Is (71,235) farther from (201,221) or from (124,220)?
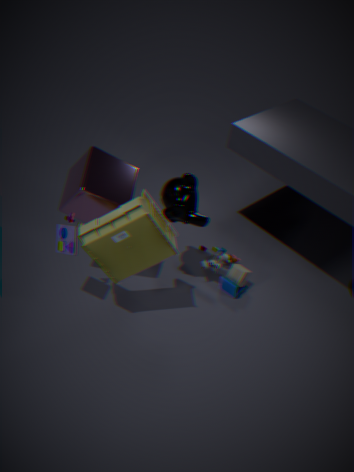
(201,221)
